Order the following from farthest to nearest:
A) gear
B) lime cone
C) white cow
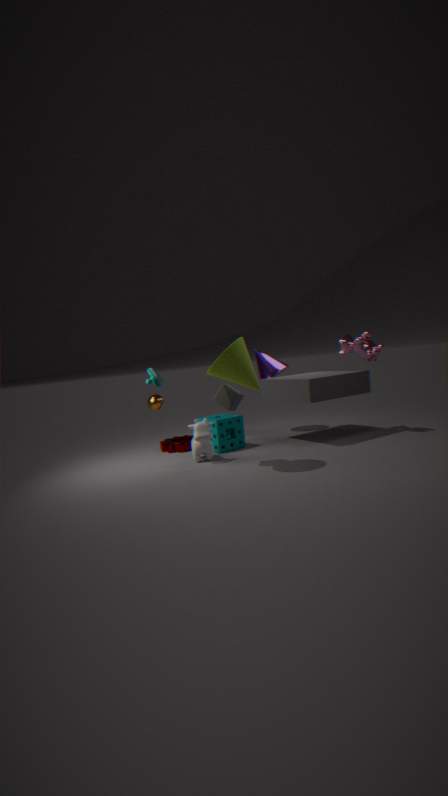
gear
white cow
lime cone
